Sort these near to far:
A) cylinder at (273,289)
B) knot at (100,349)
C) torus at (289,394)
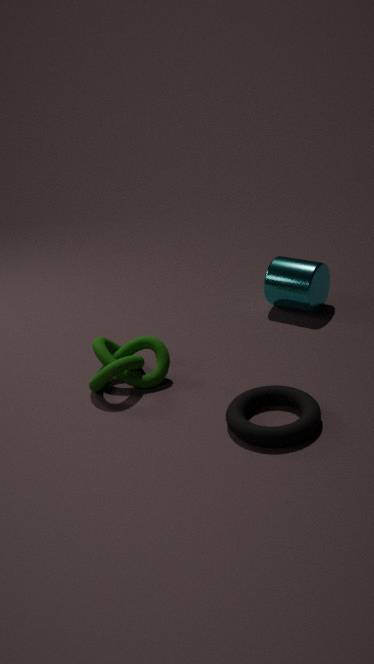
torus at (289,394) → knot at (100,349) → cylinder at (273,289)
